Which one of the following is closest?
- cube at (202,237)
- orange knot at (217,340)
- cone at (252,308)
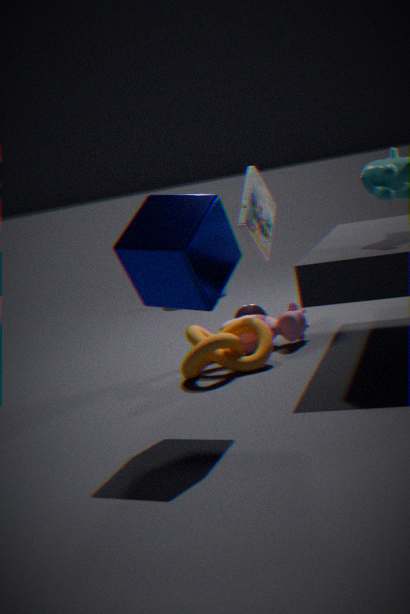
cube at (202,237)
